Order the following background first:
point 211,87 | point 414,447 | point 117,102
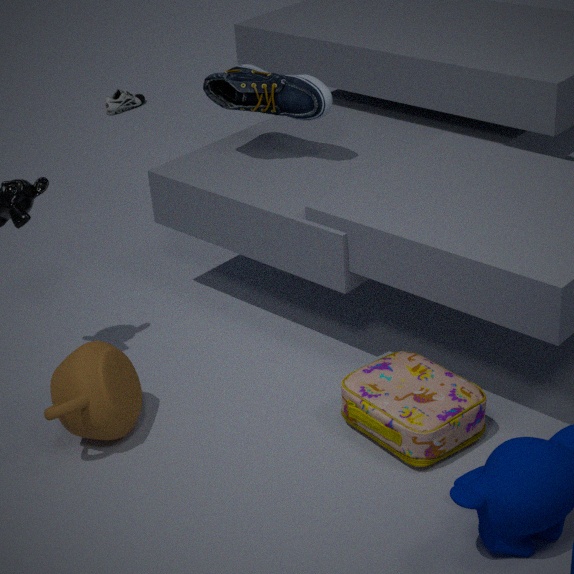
point 117,102 < point 211,87 < point 414,447
